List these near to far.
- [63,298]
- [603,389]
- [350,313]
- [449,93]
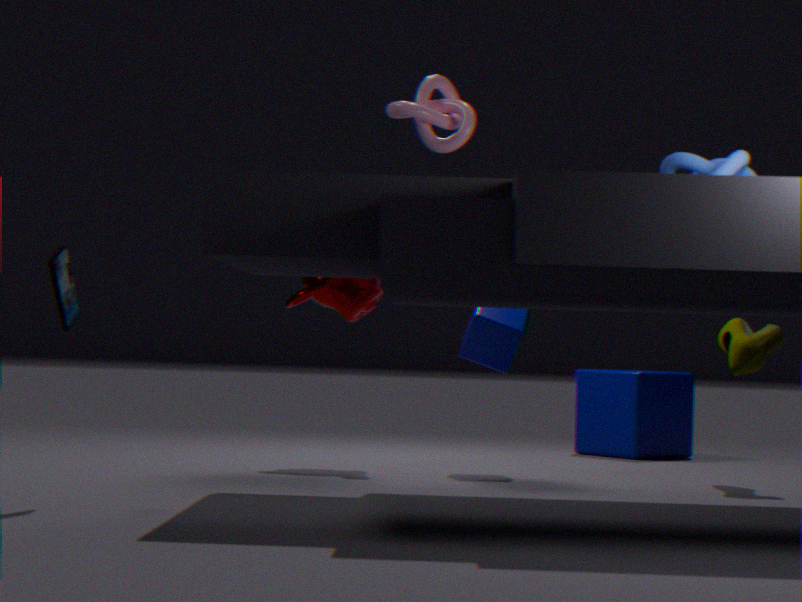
1. [63,298]
2. [449,93]
3. [350,313]
4. [603,389]
